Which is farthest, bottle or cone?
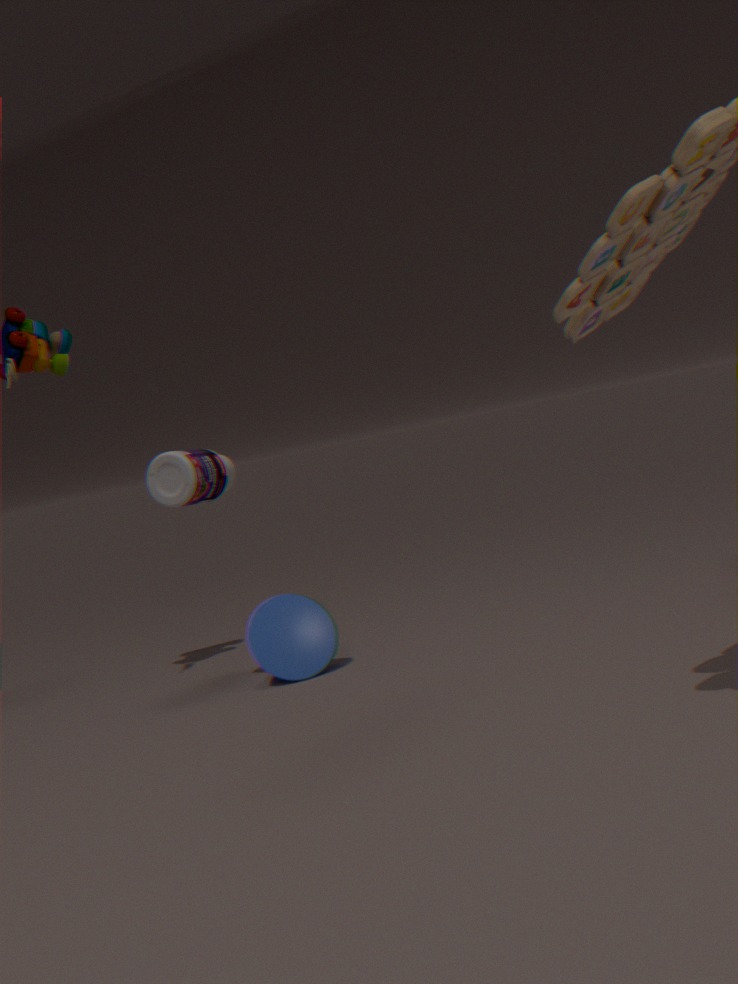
cone
